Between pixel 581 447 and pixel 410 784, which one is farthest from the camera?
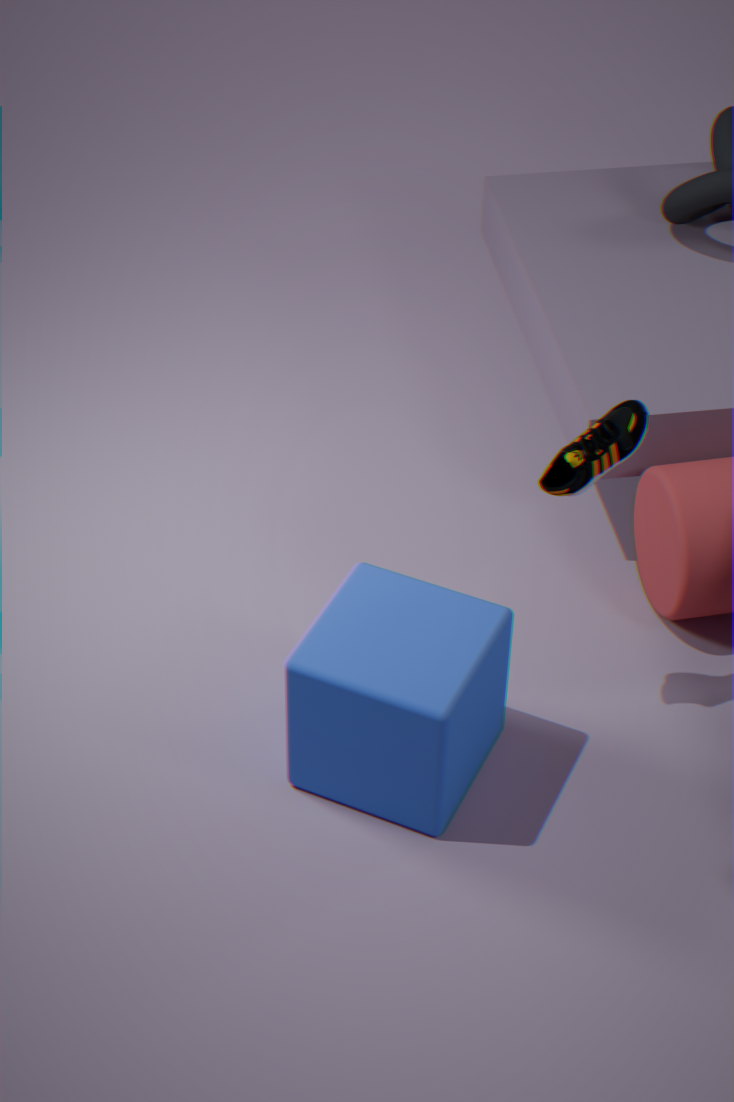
pixel 410 784
